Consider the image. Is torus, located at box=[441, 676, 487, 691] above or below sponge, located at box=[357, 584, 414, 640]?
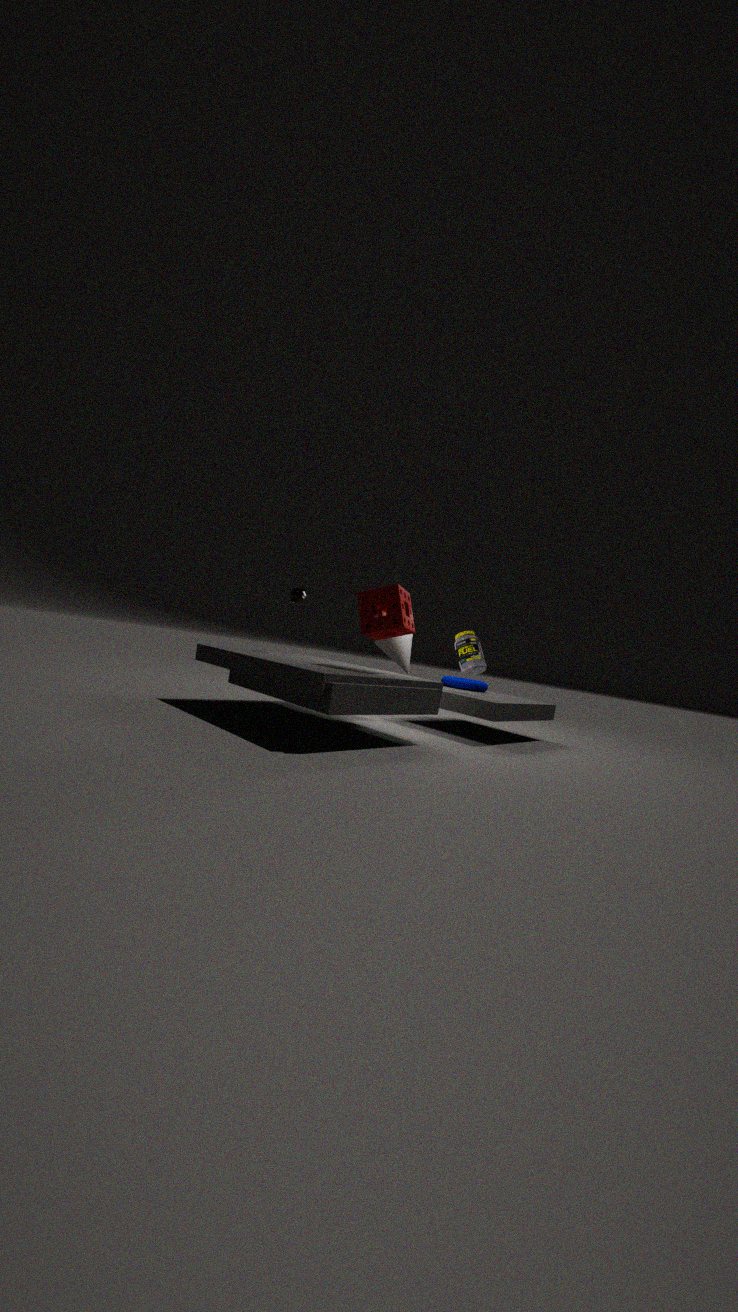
below
